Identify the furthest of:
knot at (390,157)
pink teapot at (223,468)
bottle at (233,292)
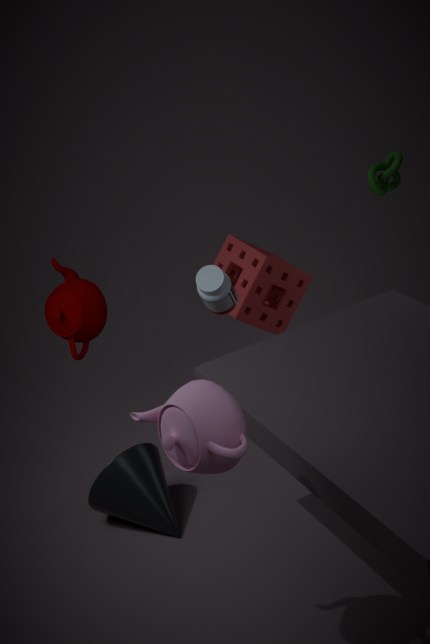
knot at (390,157)
